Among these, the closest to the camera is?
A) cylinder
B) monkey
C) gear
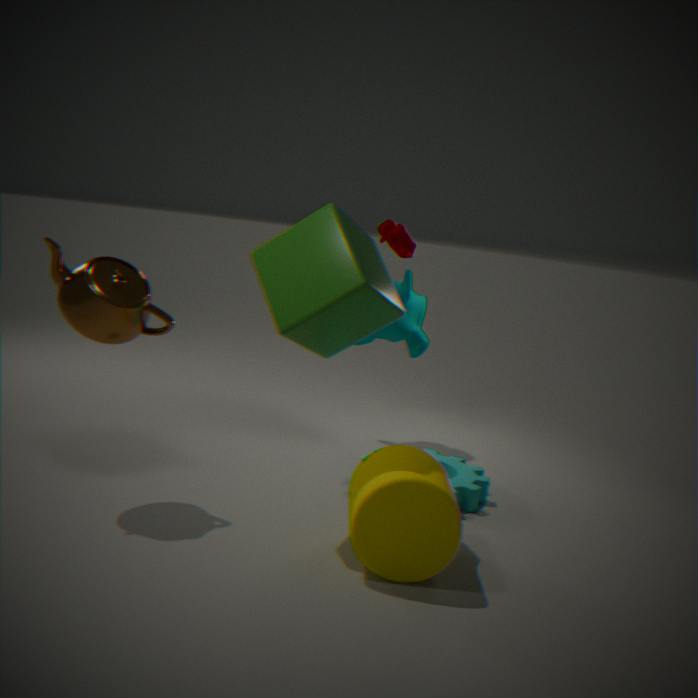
cylinder
